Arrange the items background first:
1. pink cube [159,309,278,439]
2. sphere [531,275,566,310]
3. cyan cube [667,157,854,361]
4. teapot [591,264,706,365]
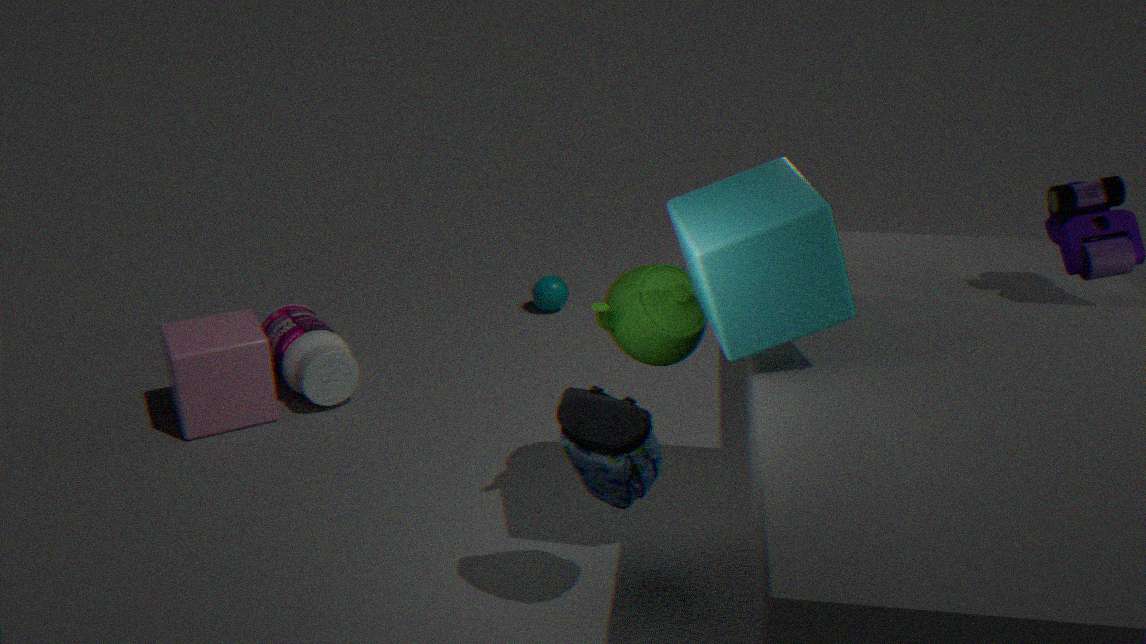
sphere [531,275,566,310] → pink cube [159,309,278,439] → teapot [591,264,706,365] → cyan cube [667,157,854,361]
